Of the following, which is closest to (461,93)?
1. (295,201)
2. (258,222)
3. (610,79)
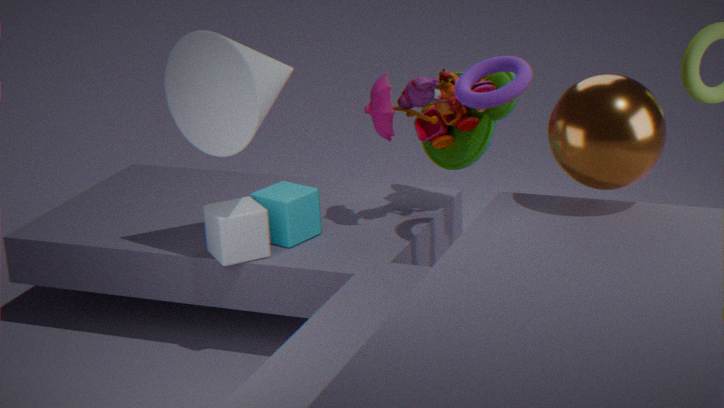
(610,79)
